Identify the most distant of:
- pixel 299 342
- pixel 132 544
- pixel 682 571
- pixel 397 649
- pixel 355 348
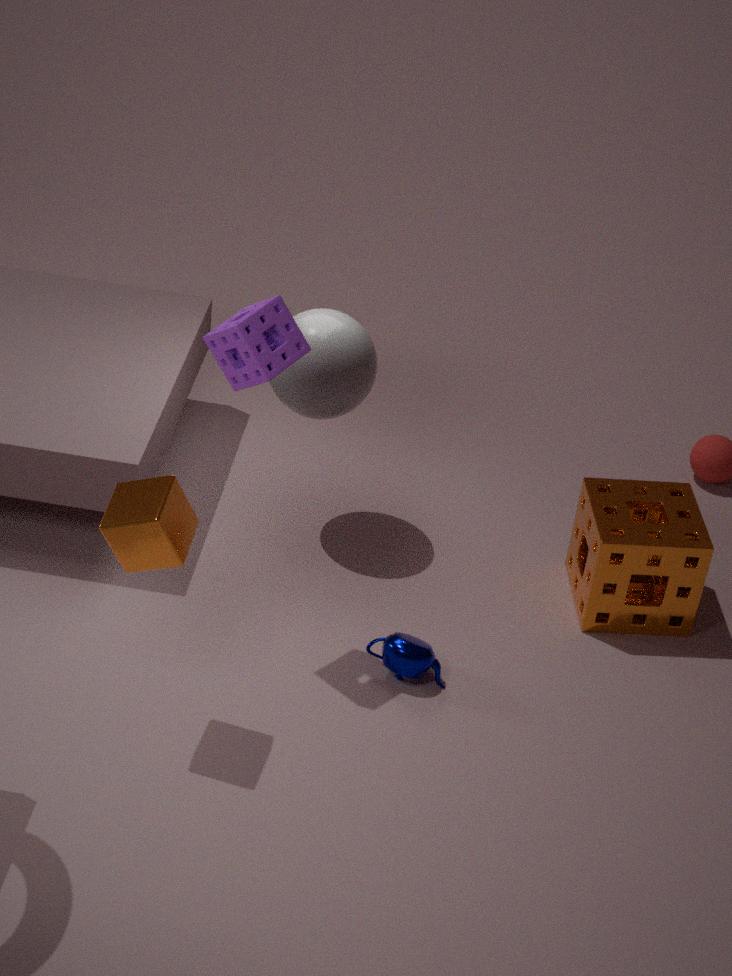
pixel 355 348
